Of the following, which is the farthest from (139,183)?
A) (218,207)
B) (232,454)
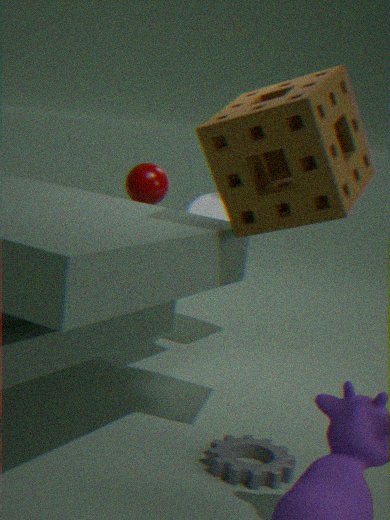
(232,454)
